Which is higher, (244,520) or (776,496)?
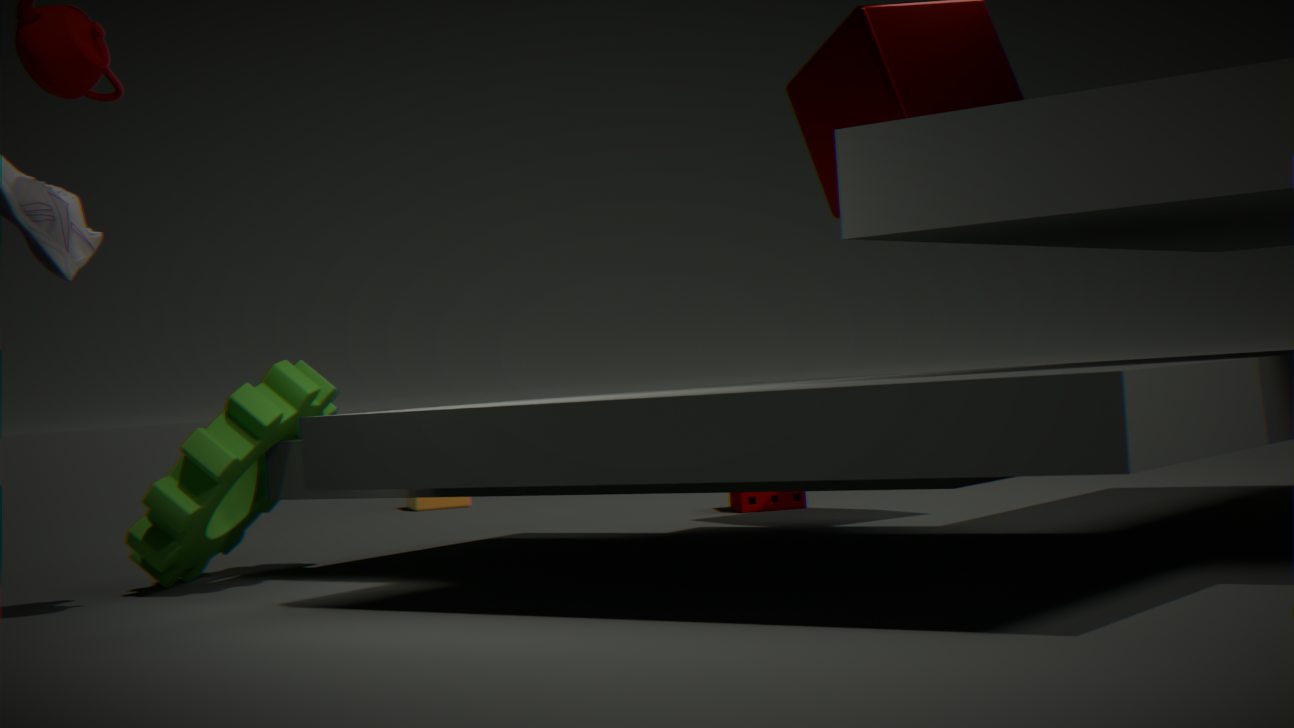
(244,520)
